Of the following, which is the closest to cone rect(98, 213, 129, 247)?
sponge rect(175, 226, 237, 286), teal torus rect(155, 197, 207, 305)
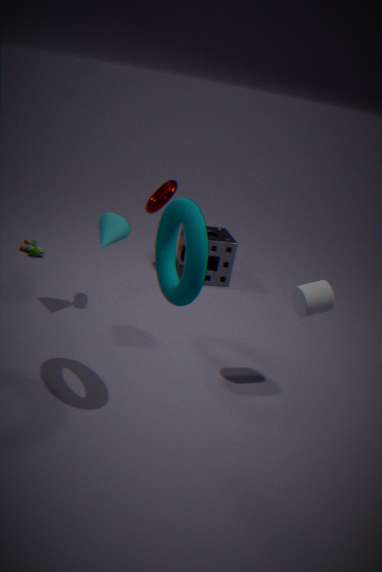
teal torus rect(155, 197, 207, 305)
